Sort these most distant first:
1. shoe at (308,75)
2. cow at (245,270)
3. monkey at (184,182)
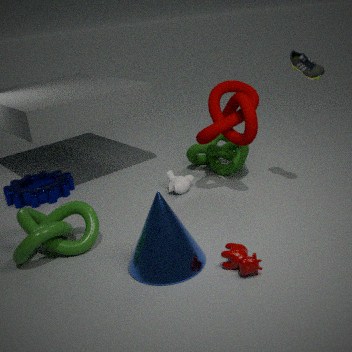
monkey at (184,182), shoe at (308,75), cow at (245,270)
